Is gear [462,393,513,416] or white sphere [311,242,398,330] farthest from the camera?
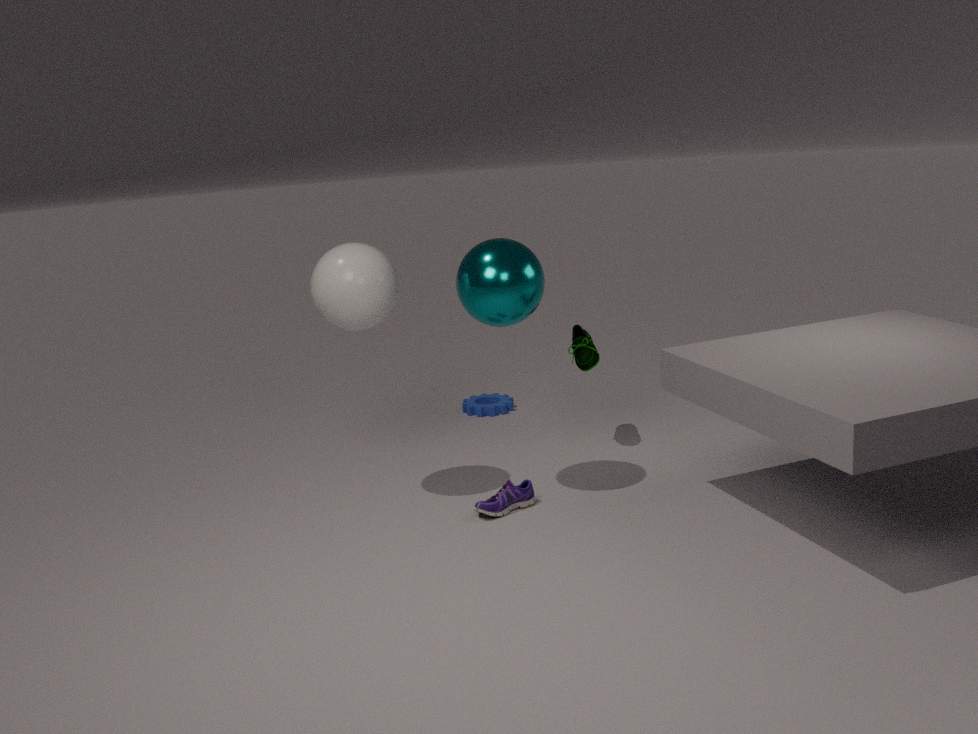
gear [462,393,513,416]
